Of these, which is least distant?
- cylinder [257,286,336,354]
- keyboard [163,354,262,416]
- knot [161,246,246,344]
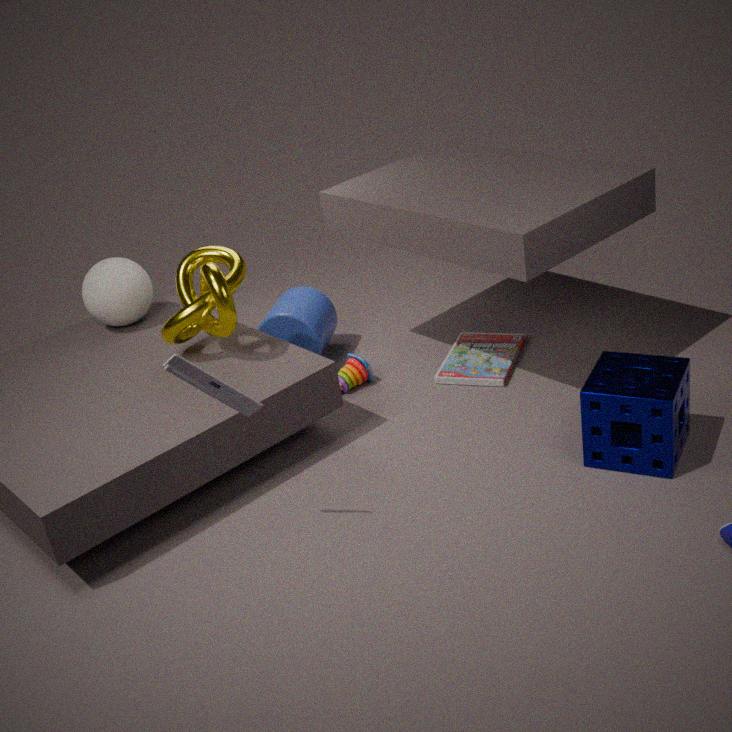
keyboard [163,354,262,416]
